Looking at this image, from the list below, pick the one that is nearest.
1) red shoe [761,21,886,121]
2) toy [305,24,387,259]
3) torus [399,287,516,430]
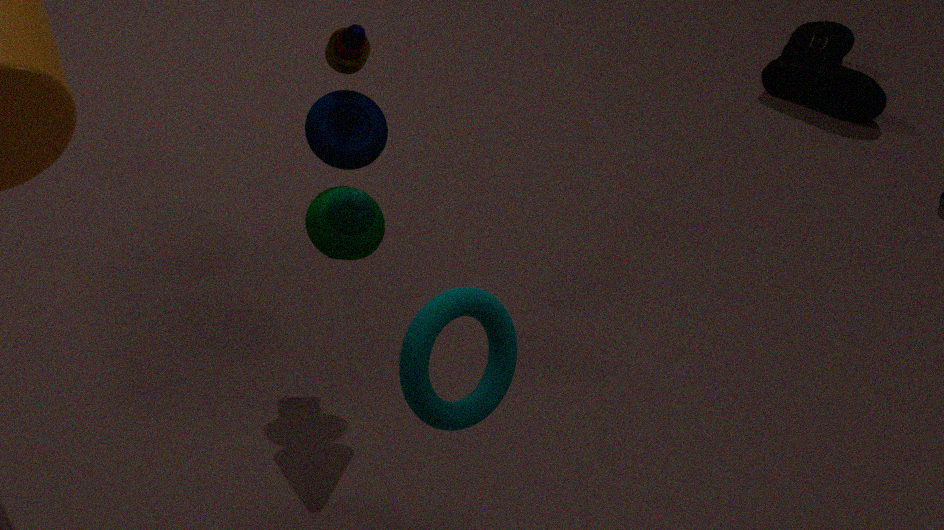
3. torus [399,287,516,430]
